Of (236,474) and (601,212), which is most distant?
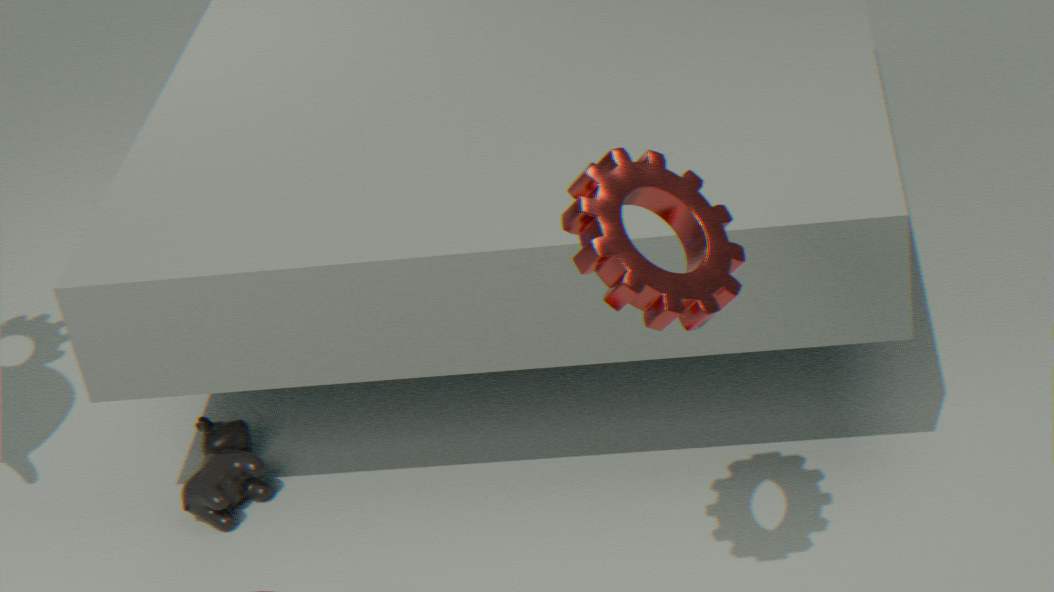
(236,474)
